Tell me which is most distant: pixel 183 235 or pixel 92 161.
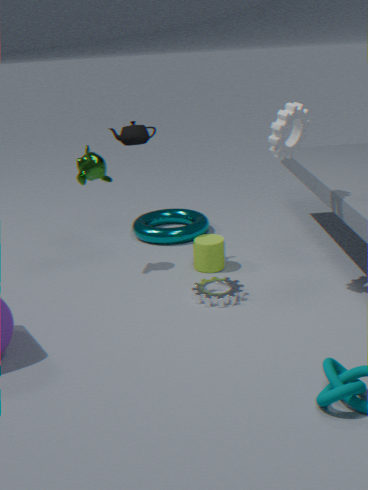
pixel 183 235
